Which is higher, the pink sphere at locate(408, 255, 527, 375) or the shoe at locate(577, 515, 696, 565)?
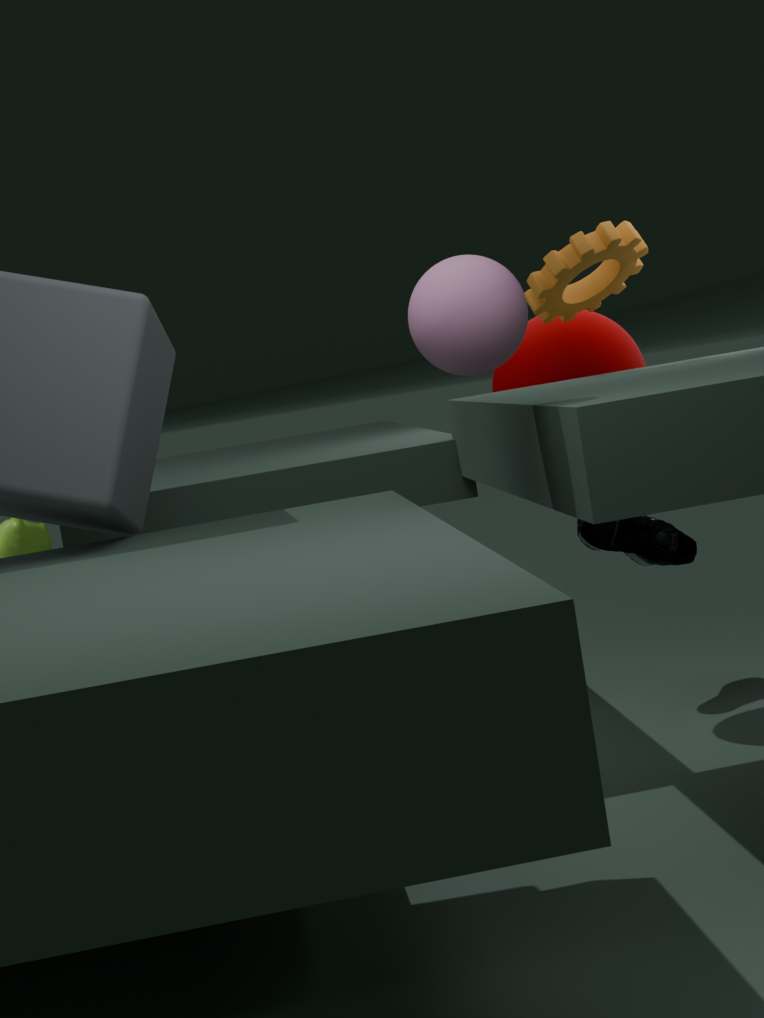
the pink sphere at locate(408, 255, 527, 375)
